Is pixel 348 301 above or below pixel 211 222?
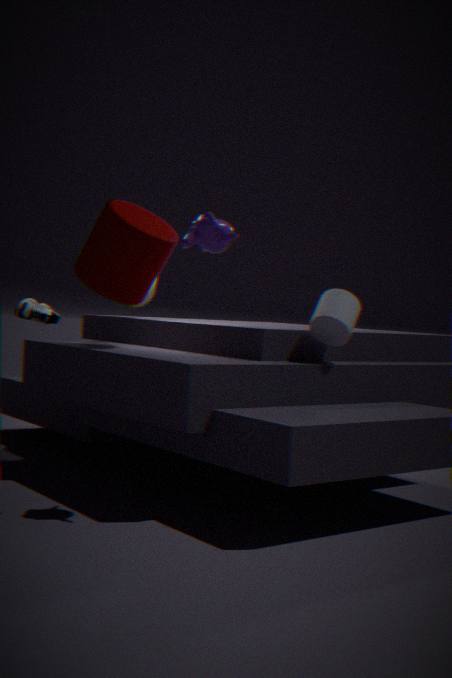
below
